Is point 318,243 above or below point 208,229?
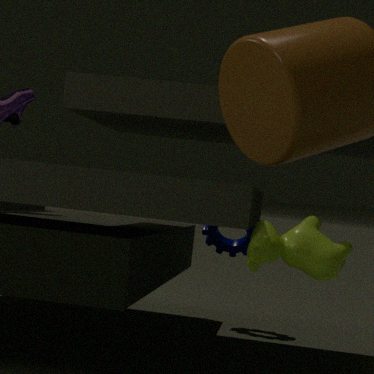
above
